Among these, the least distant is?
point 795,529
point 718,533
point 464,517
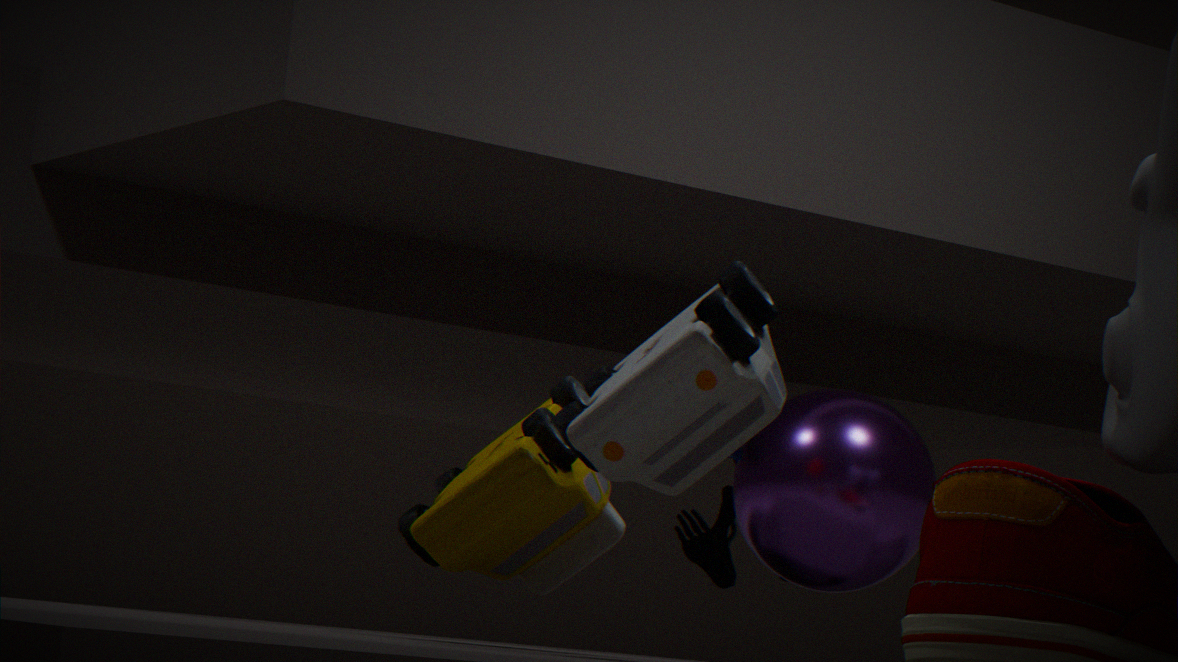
point 464,517
